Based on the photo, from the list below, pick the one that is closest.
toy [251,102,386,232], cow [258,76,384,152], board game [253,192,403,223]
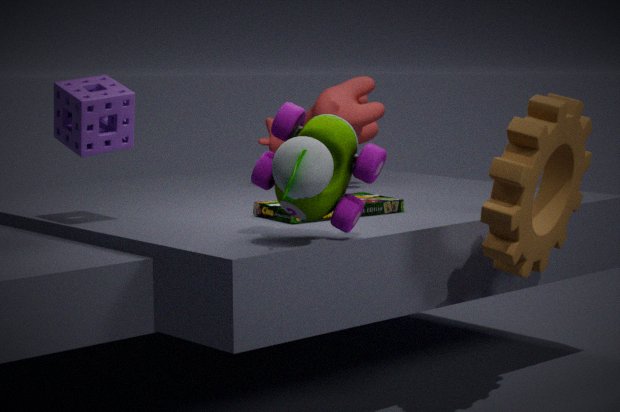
toy [251,102,386,232]
